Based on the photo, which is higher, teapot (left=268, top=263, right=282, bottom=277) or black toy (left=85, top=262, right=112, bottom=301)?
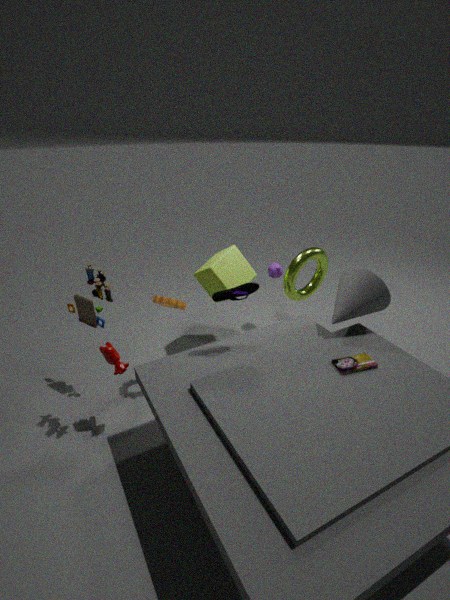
black toy (left=85, top=262, right=112, bottom=301)
